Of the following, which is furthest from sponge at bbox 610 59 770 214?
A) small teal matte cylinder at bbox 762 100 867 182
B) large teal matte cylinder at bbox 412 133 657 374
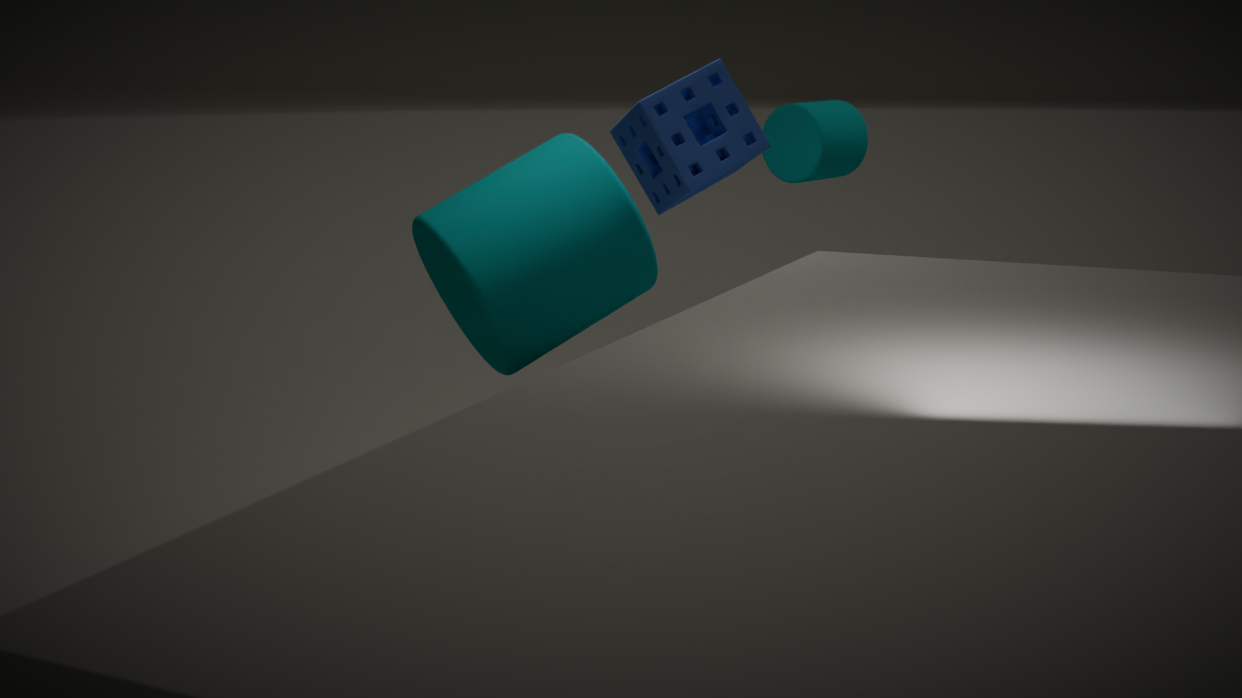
small teal matte cylinder at bbox 762 100 867 182
